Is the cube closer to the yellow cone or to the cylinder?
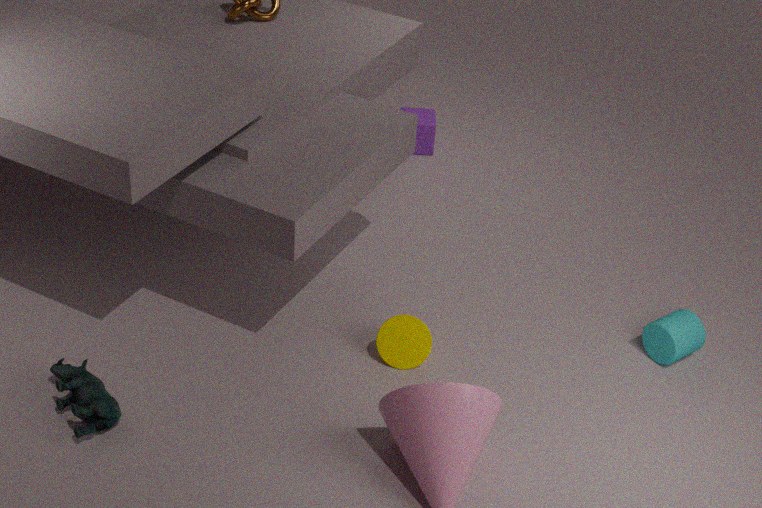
the yellow cone
